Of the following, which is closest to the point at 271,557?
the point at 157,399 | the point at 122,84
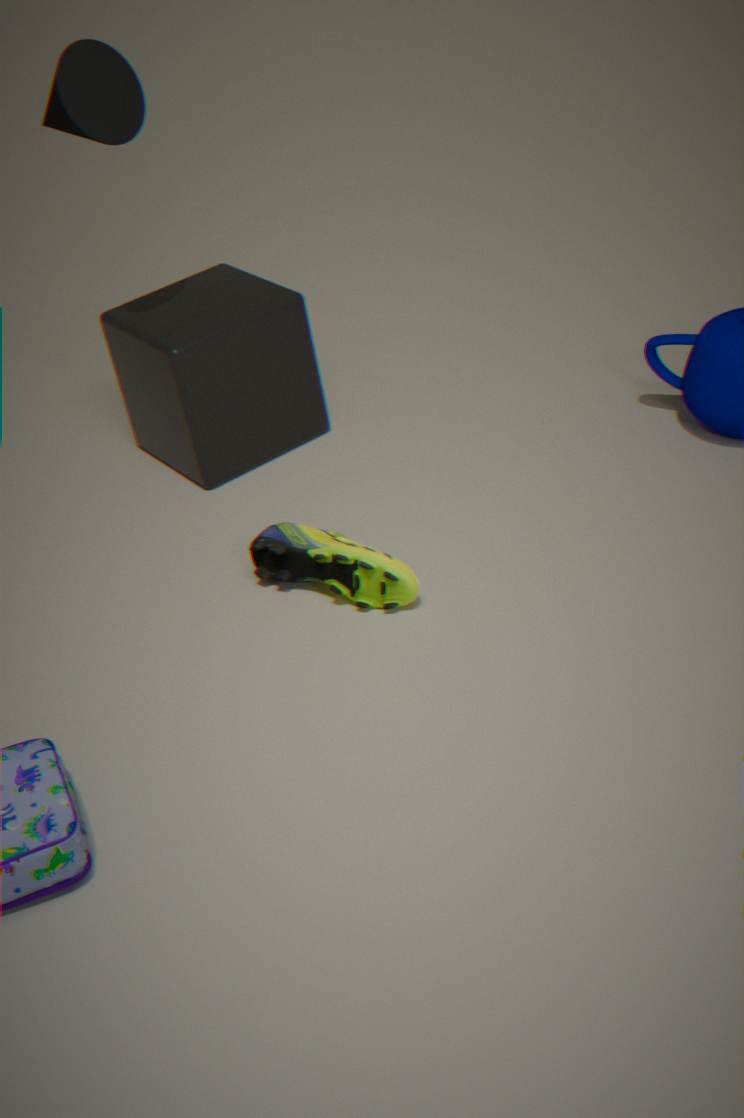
the point at 157,399
